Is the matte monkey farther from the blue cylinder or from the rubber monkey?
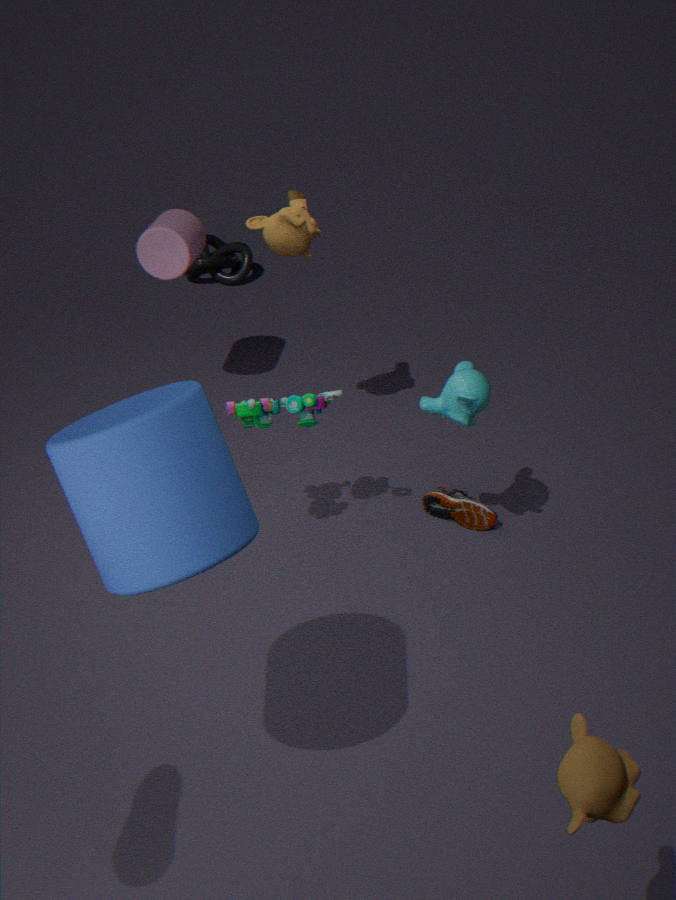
the rubber monkey
